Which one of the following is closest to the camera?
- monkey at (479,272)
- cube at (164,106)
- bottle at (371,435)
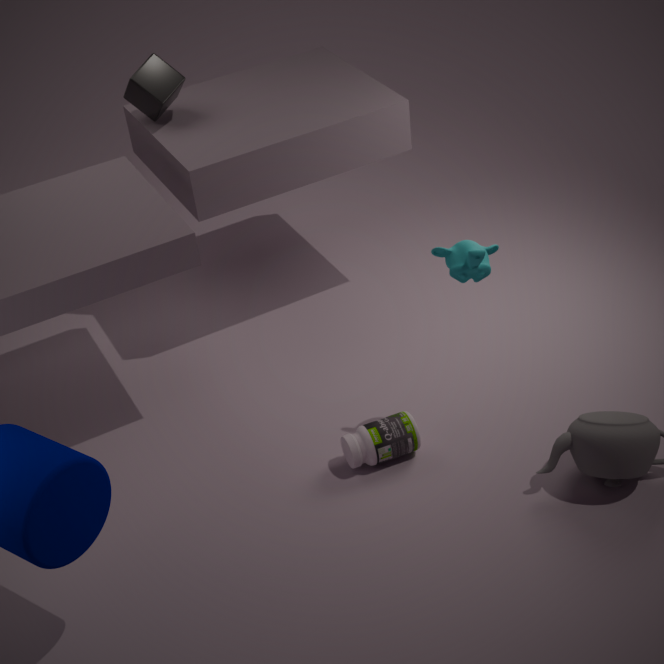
monkey at (479,272)
